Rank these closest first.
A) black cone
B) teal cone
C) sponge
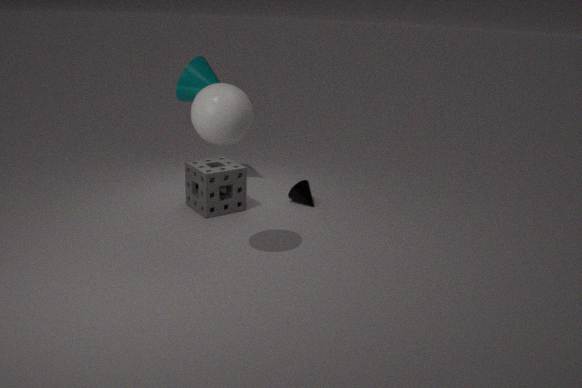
sponge
black cone
teal cone
